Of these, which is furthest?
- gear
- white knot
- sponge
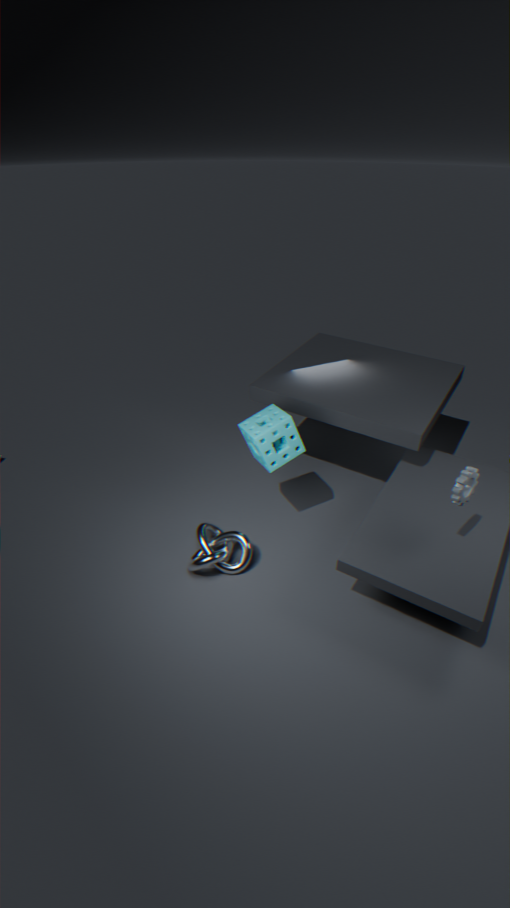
sponge
